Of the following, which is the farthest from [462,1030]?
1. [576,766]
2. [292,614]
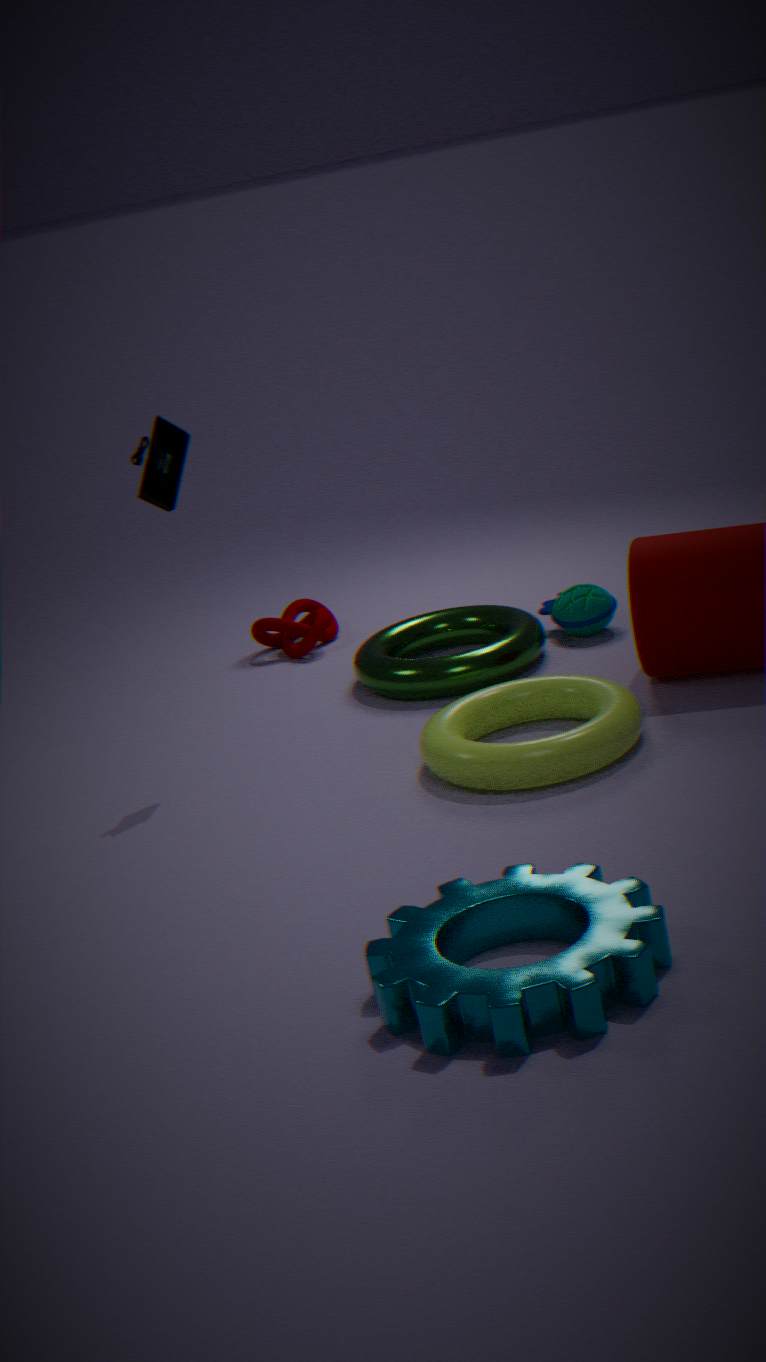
[292,614]
